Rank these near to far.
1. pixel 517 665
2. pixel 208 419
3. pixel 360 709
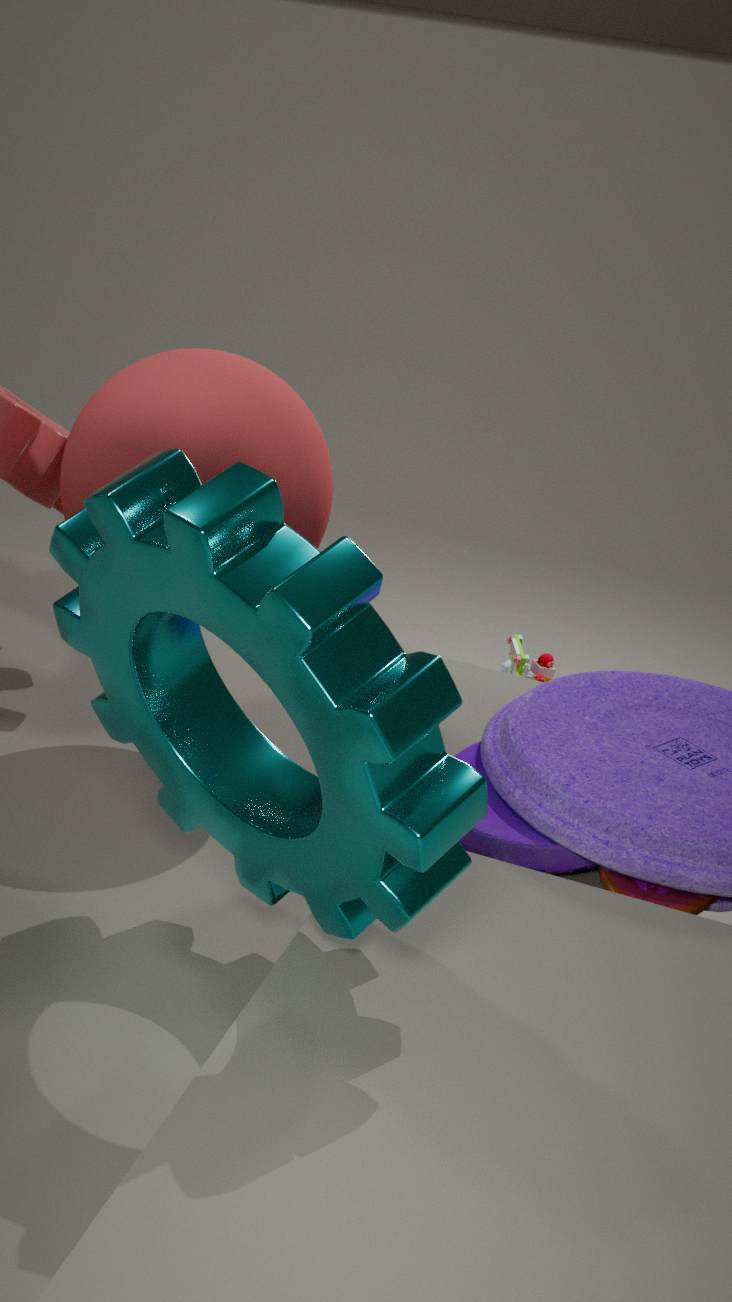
pixel 360 709 < pixel 208 419 < pixel 517 665
